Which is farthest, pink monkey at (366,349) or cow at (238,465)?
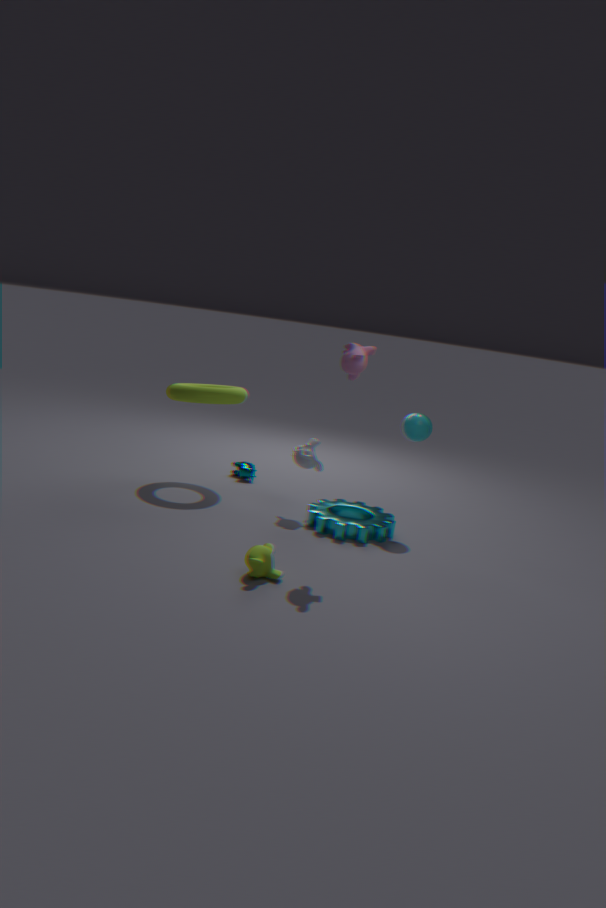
cow at (238,465)
